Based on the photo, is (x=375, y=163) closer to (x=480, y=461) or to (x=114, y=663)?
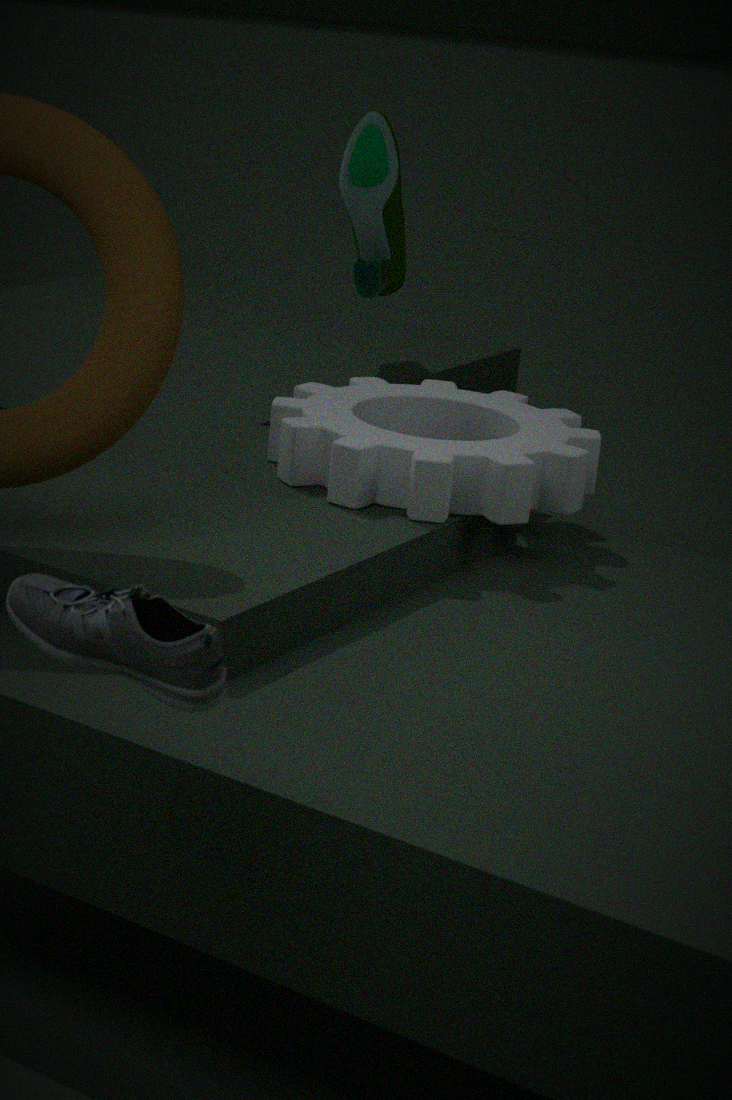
(x=480, y=461)
